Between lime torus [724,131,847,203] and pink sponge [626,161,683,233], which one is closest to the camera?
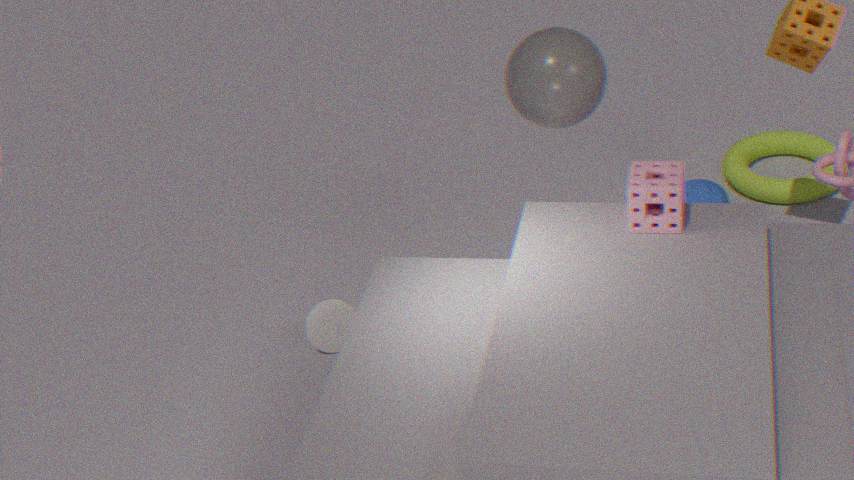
pink sponge [626,161,683,233]
